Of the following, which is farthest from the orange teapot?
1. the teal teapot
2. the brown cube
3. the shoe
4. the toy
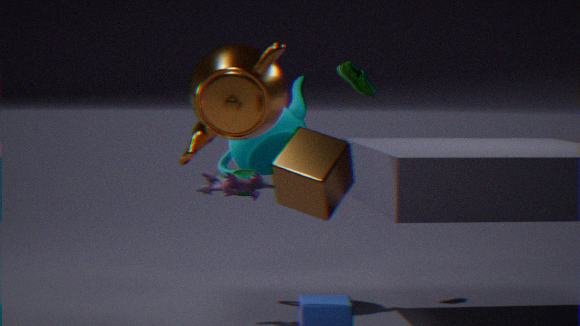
the shoe
